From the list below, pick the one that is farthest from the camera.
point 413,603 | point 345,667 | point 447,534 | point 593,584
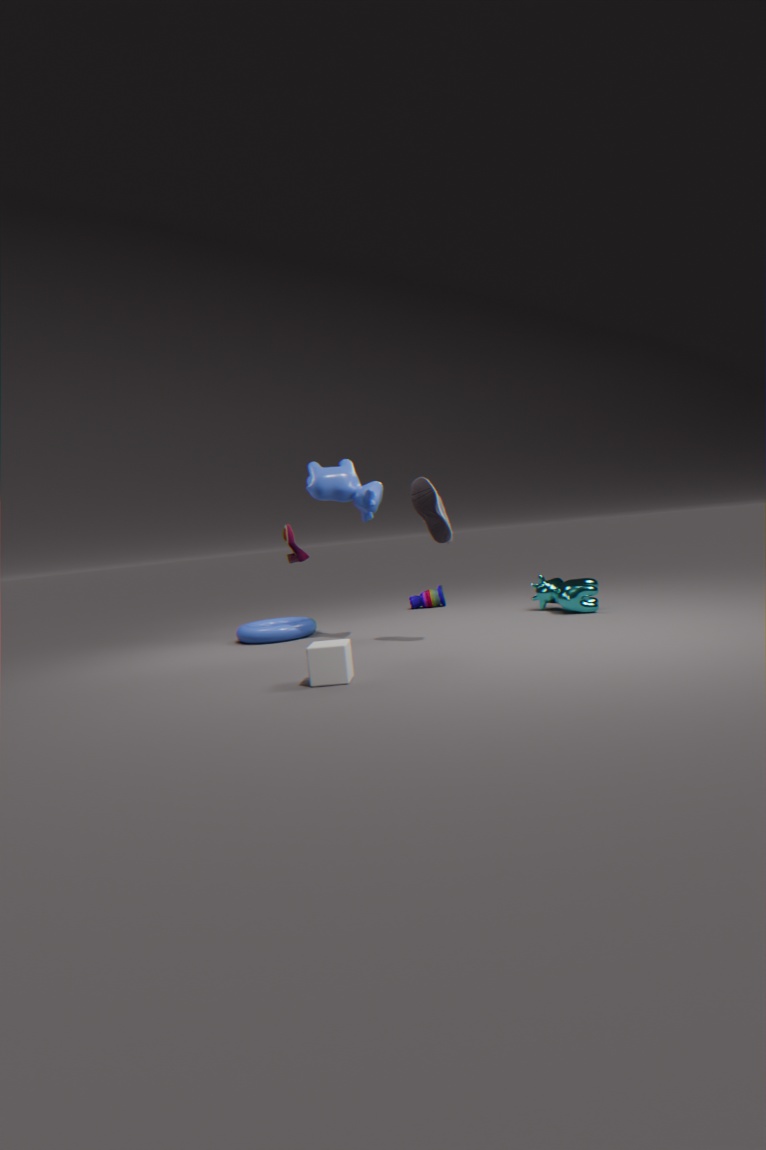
point 413,603
